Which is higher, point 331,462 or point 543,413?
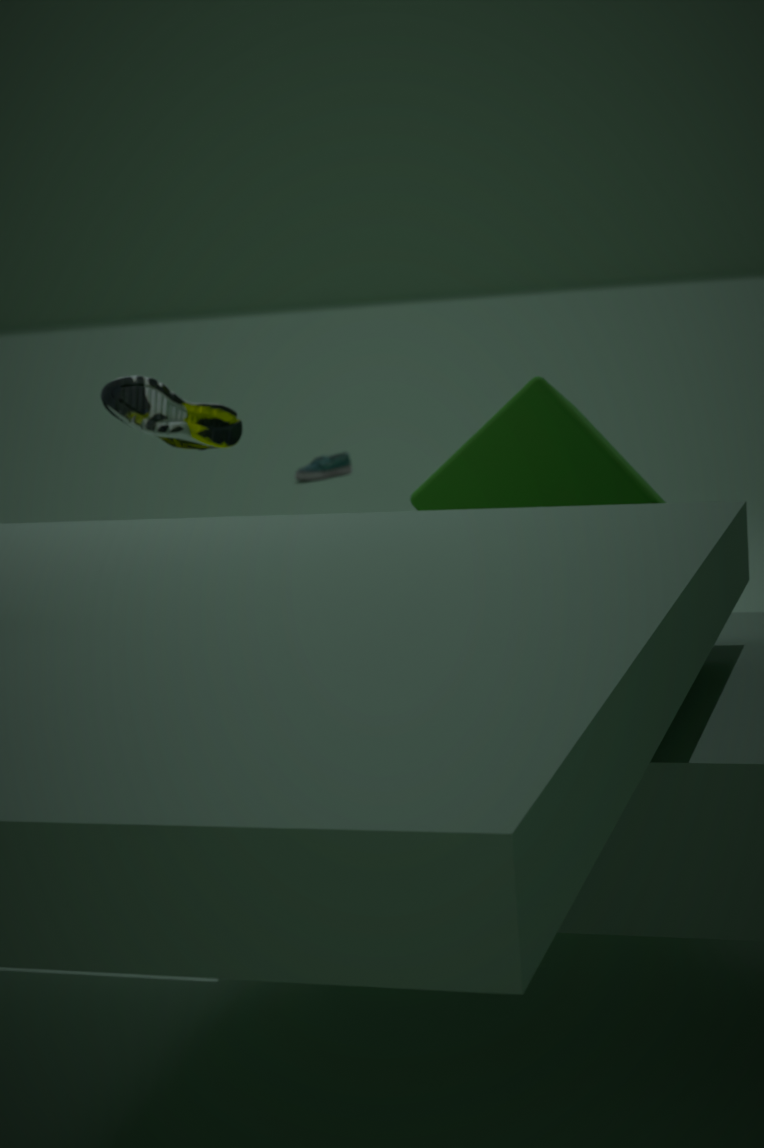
point 543,413
